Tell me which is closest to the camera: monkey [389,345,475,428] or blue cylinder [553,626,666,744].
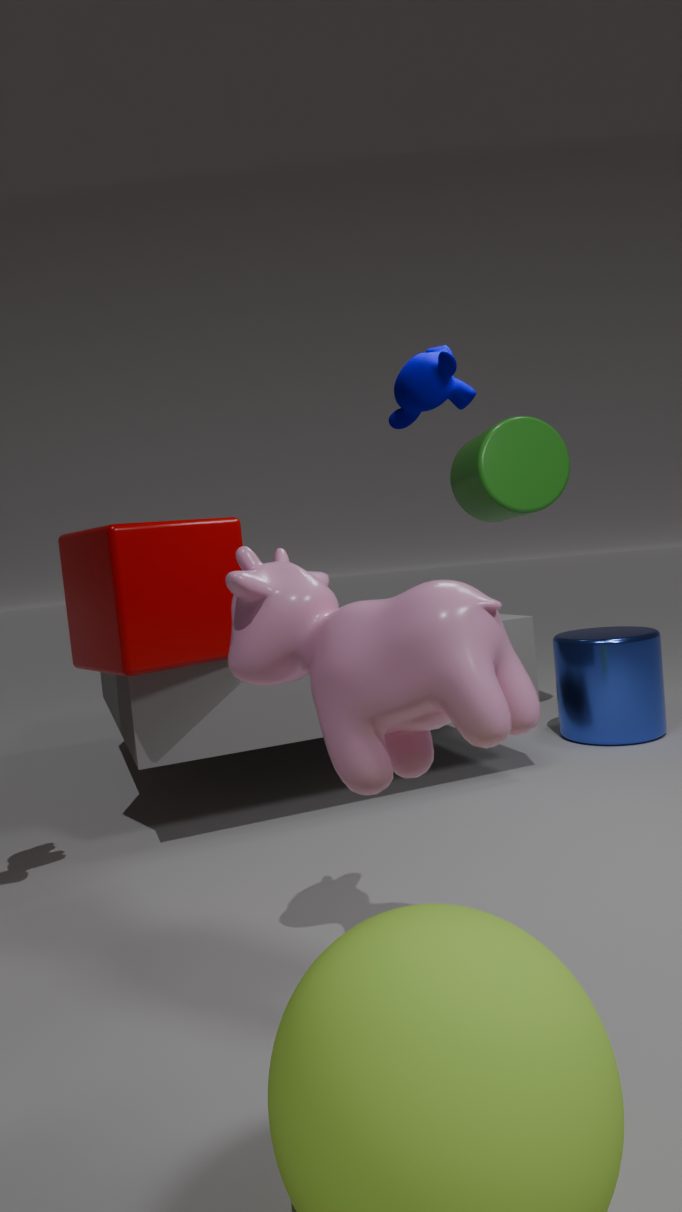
monkey [389,345,475,428]
